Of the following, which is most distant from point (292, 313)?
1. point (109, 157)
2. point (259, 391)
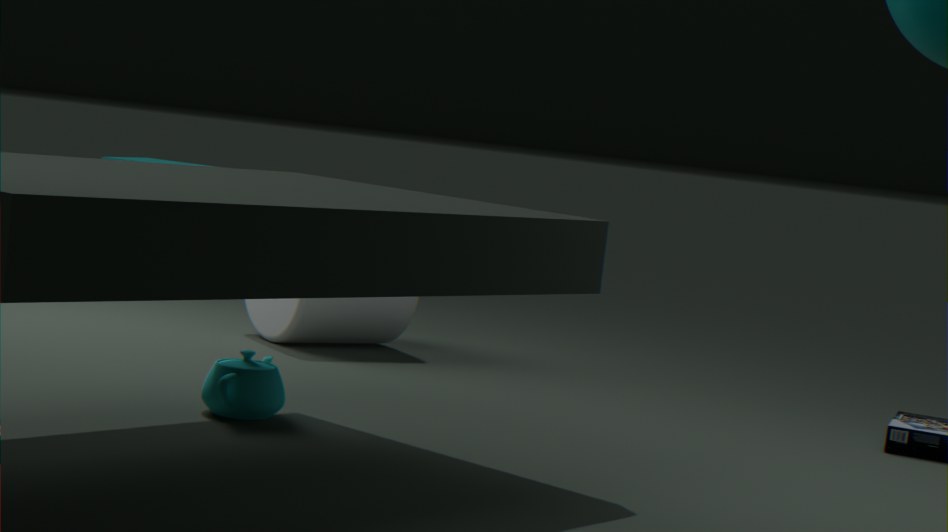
point (109, 157)
